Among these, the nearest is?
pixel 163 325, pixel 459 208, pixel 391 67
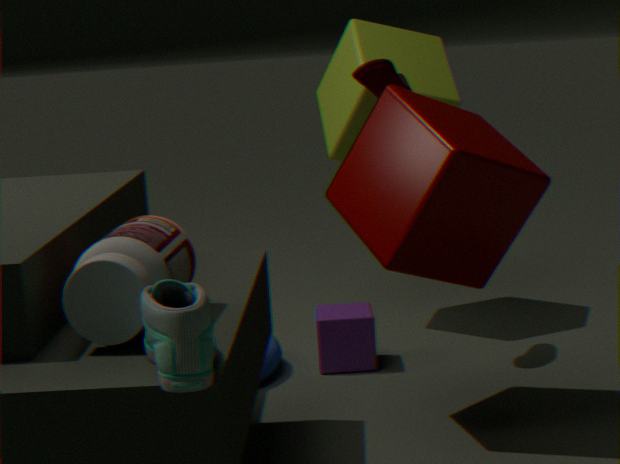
pixel 163 325
